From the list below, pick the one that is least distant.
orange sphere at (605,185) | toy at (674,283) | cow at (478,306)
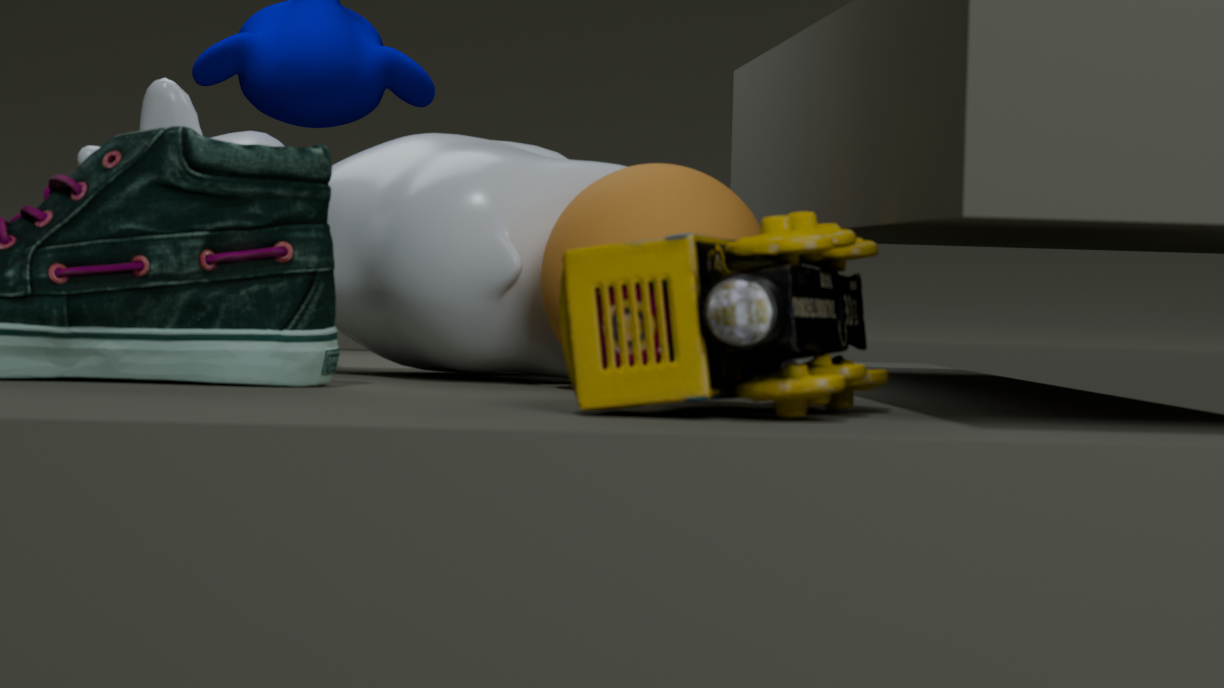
toy at (674,283)
